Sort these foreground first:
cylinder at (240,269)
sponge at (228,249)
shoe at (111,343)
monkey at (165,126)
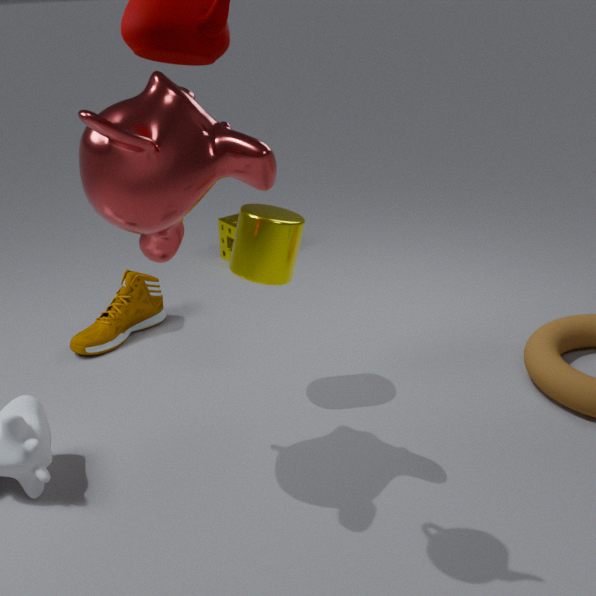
monkey at (165,126) < cylinder at (240,269) < shoe at (111,343) < sponge at (228,249)
